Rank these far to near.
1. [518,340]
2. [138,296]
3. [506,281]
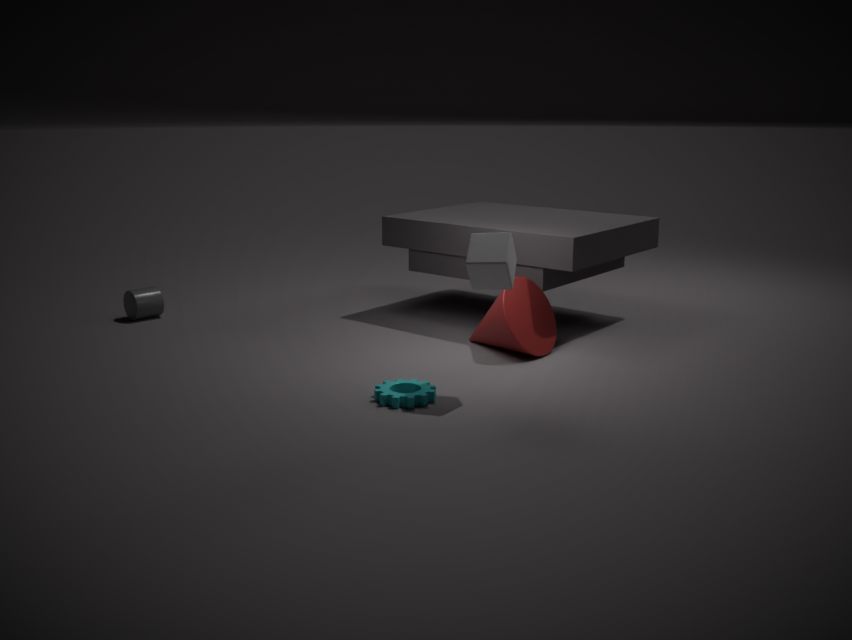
[138,296]
[518,340]
[506,281]
